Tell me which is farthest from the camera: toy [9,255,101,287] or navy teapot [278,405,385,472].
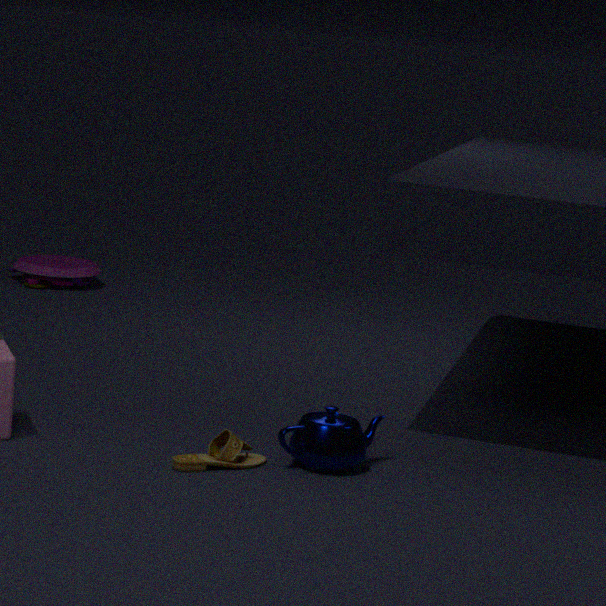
toy [9,255,101,287]
